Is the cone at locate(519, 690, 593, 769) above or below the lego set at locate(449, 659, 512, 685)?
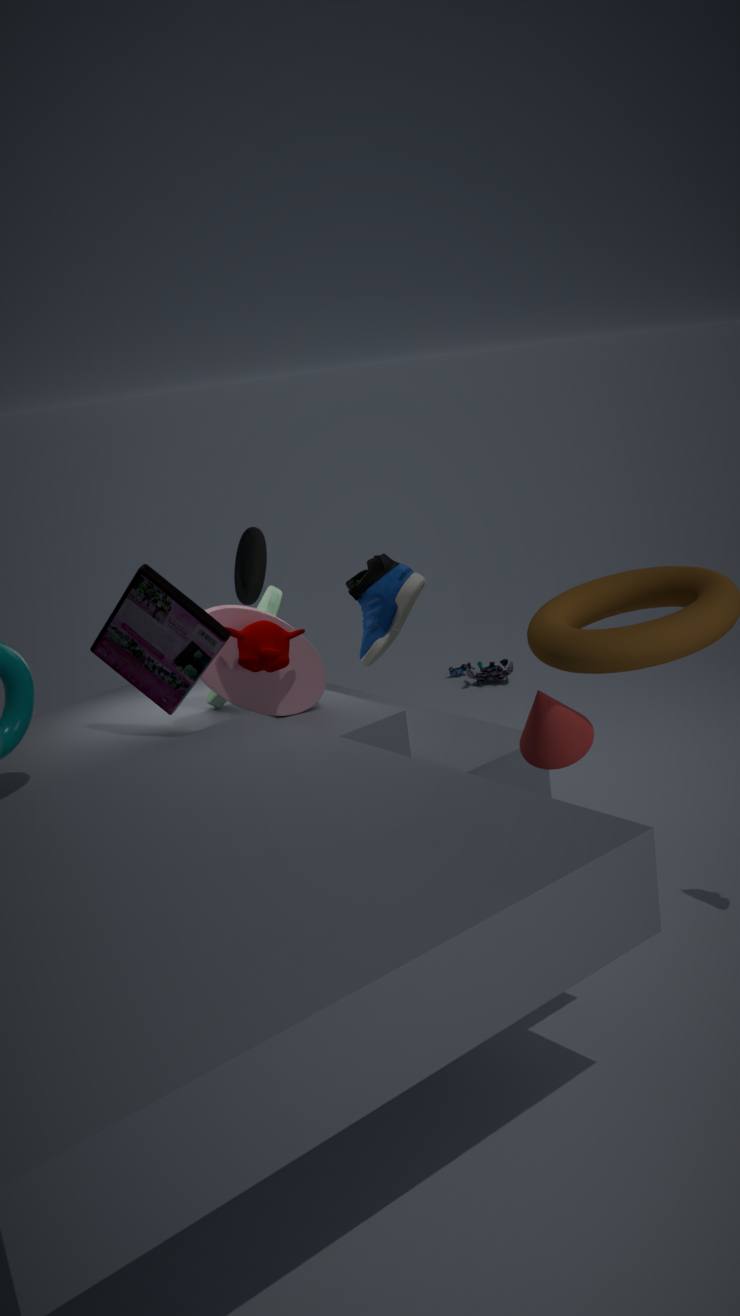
above
